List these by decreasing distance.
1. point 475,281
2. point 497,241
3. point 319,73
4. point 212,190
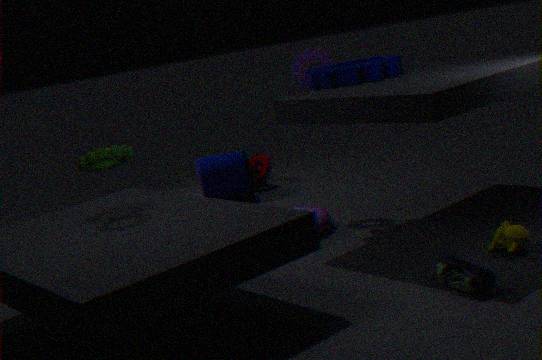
point 212,190, point 319,73, point 497,241, point 475,281
